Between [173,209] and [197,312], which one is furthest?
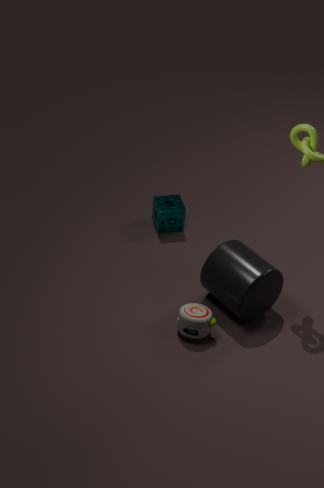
[173,209]
